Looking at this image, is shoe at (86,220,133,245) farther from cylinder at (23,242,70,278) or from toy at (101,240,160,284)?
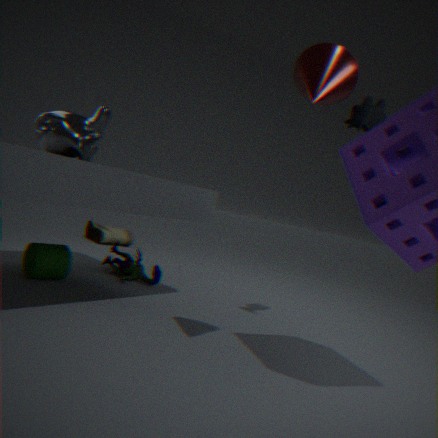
cylinder at (23,242,70,278)
